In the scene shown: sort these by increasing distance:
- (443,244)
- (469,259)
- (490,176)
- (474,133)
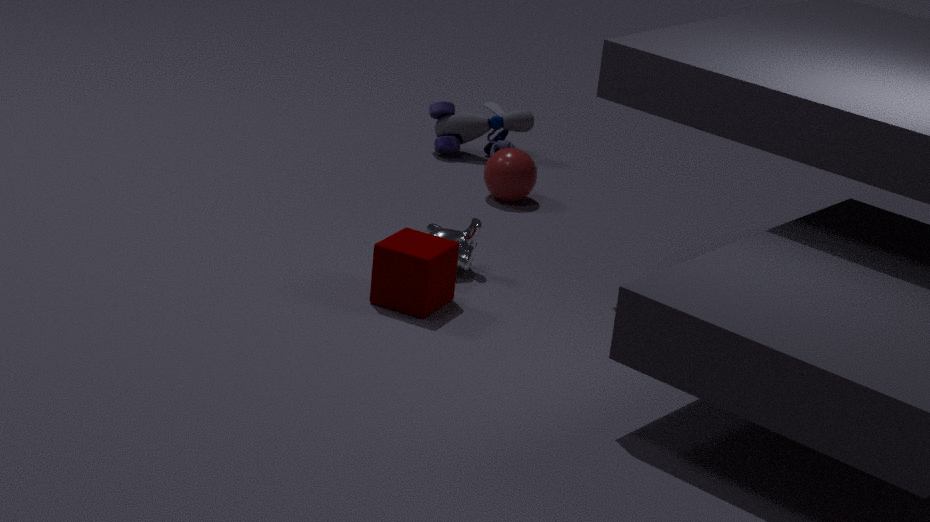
(443,244)
(469,259)
(490,176)
(474,133)
